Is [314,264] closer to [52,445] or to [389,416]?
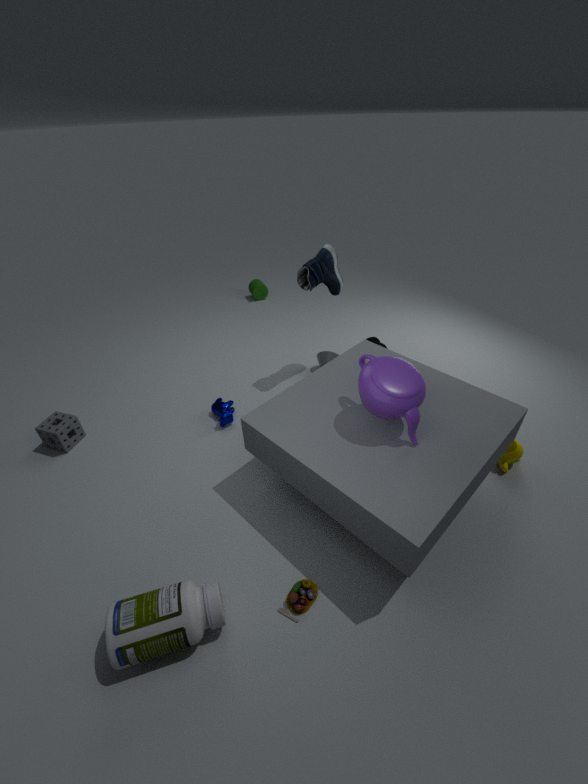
[389,416]
